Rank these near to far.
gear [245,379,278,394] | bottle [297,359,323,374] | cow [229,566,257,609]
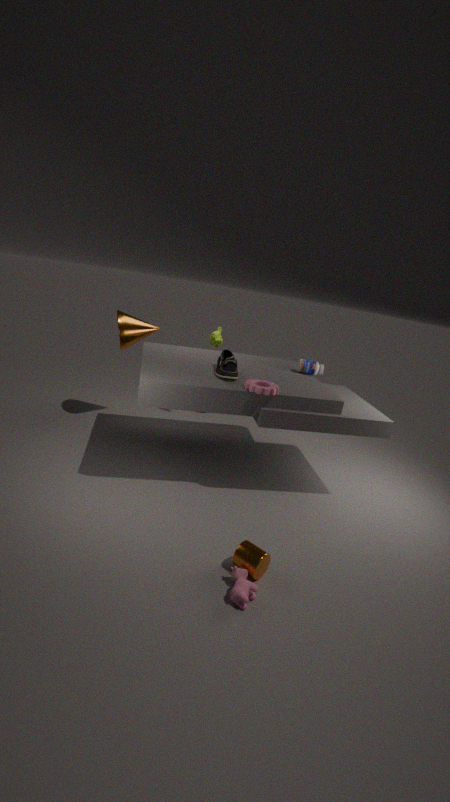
cow [229,566,257,609] < gear [245,379,278,394] < bottle [297,359,323,374]
